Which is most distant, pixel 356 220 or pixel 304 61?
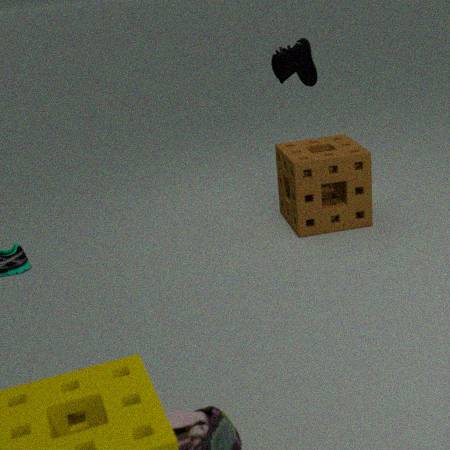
pixel 304 61
